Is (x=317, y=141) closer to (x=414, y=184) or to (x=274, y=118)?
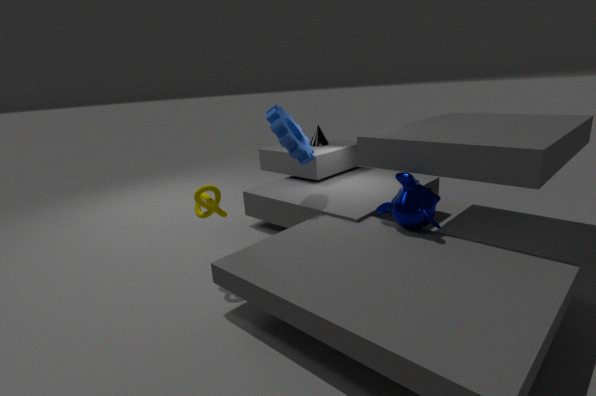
(x=274, y=118)
